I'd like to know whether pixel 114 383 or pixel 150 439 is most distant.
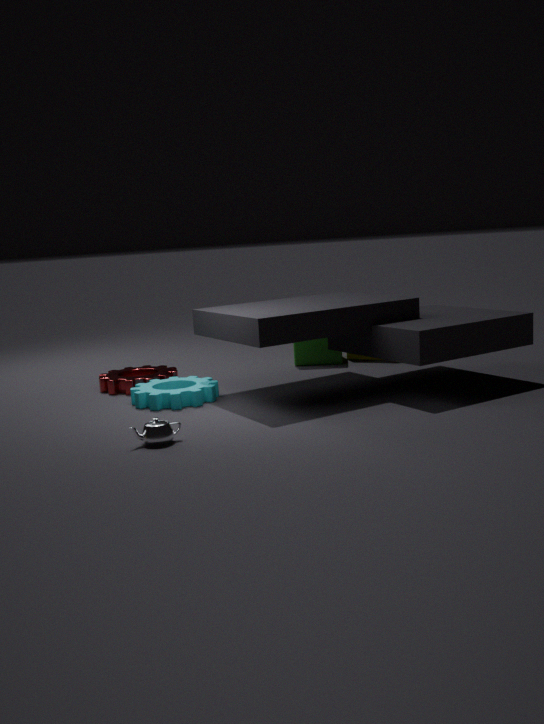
pixel 114 383
